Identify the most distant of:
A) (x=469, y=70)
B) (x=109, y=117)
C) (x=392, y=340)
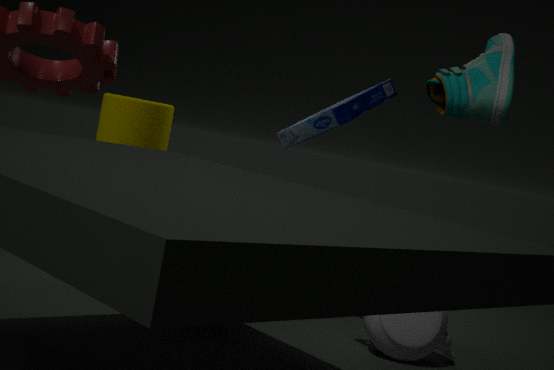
(x=109, y=117)
